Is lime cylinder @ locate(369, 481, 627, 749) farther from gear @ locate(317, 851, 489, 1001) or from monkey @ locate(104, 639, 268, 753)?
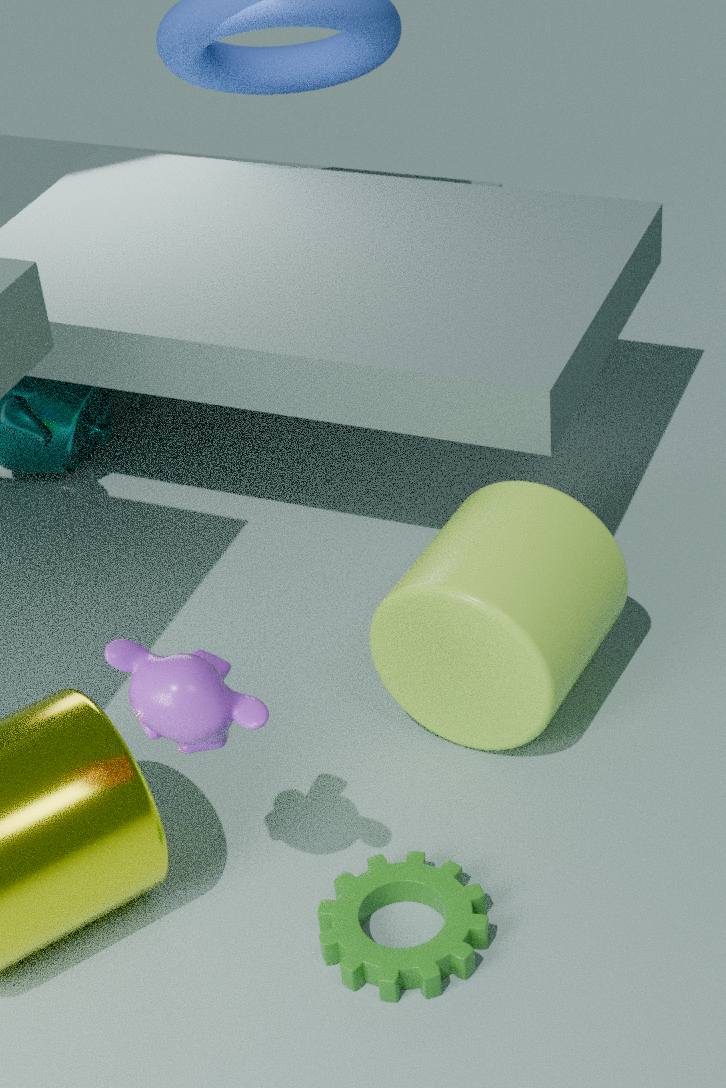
monkey @ locate(104, 639, 268, 753)
